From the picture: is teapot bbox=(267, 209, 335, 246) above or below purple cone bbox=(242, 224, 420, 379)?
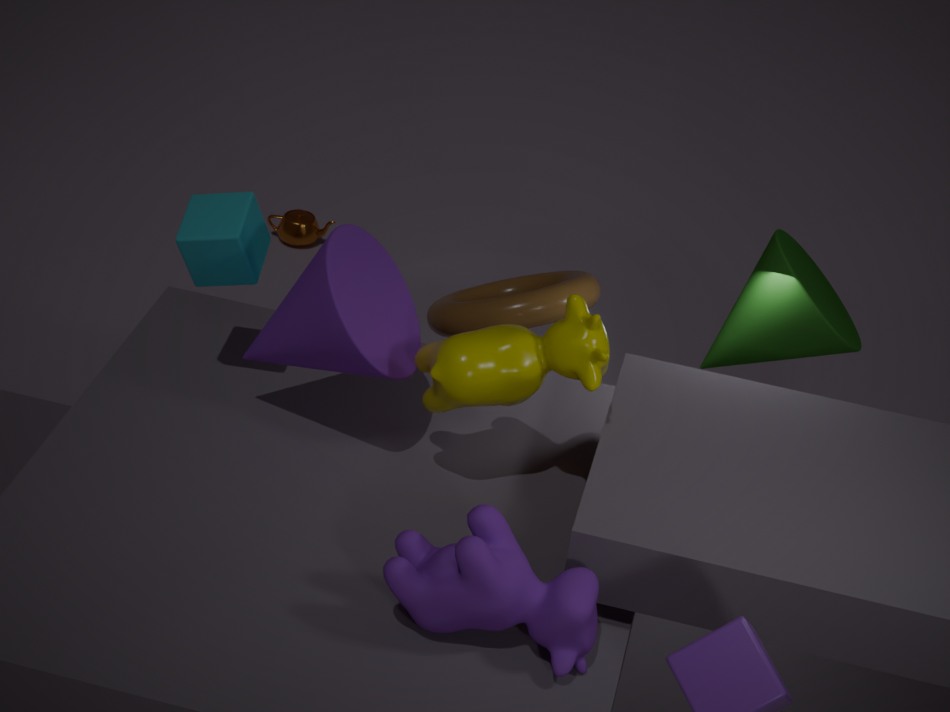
below
